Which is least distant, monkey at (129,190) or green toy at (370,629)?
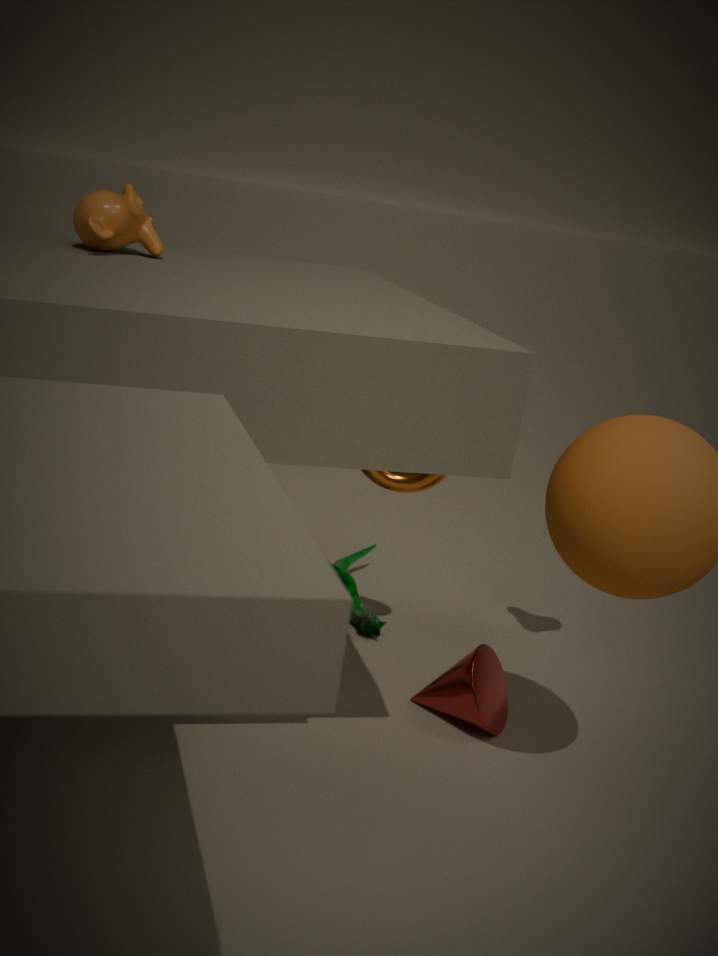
monkey at (129,190)
